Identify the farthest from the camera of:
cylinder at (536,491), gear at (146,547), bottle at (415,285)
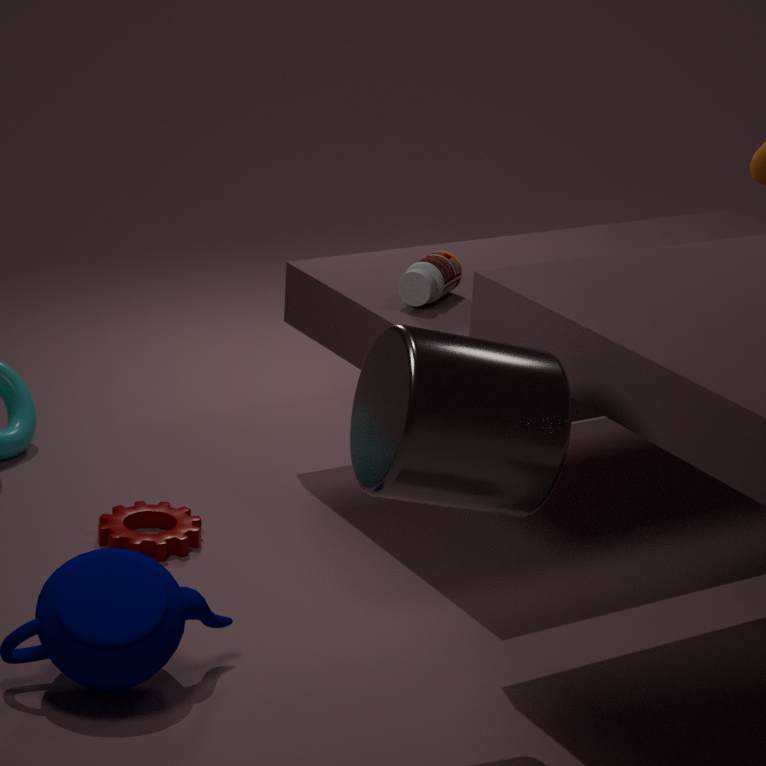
bottle at (415,285)
